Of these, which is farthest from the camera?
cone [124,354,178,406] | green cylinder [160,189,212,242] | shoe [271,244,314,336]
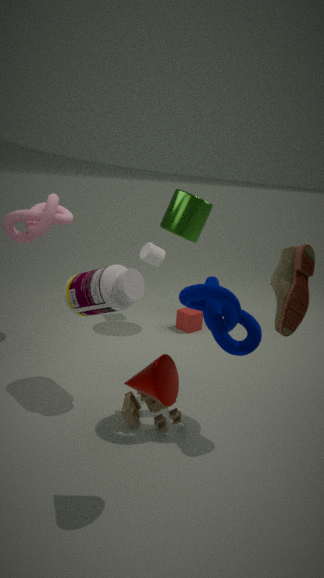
green cylinder [160,189,212,242]
